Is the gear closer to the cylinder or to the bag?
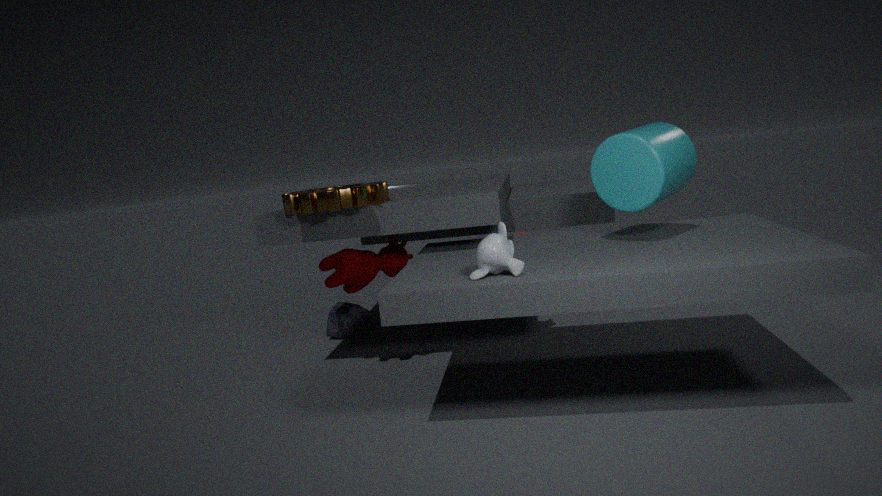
the bag
